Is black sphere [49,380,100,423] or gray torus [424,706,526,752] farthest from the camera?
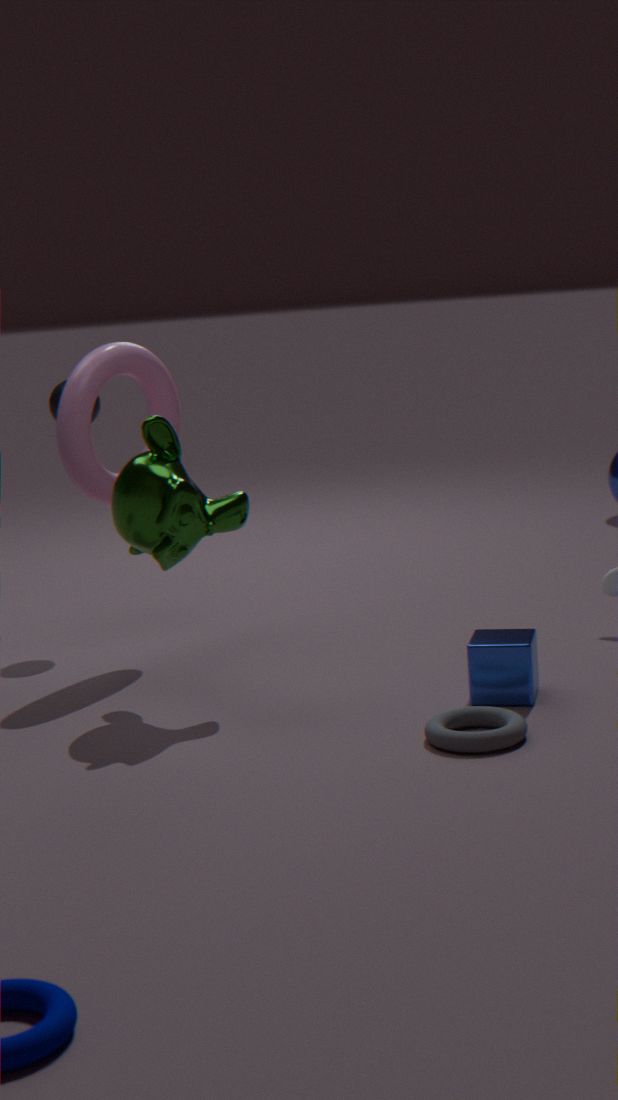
black sphere [49,380,100,423]
